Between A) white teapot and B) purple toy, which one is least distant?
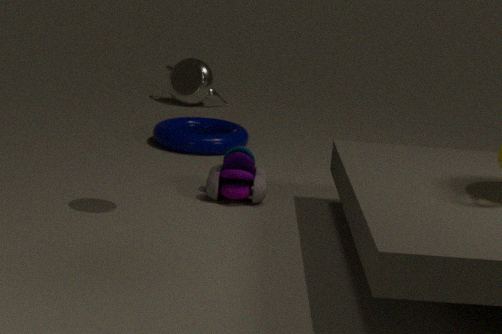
B. purple toy
